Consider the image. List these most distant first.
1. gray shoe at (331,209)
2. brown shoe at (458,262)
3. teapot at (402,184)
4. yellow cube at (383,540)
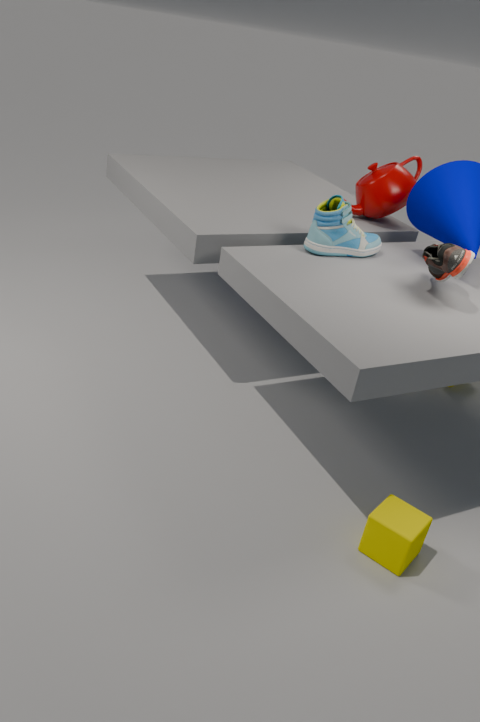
teapot at (402,184) → gray shoe at (331,209) → brown shoe at (458,262) → yellow cube at (383,540)
